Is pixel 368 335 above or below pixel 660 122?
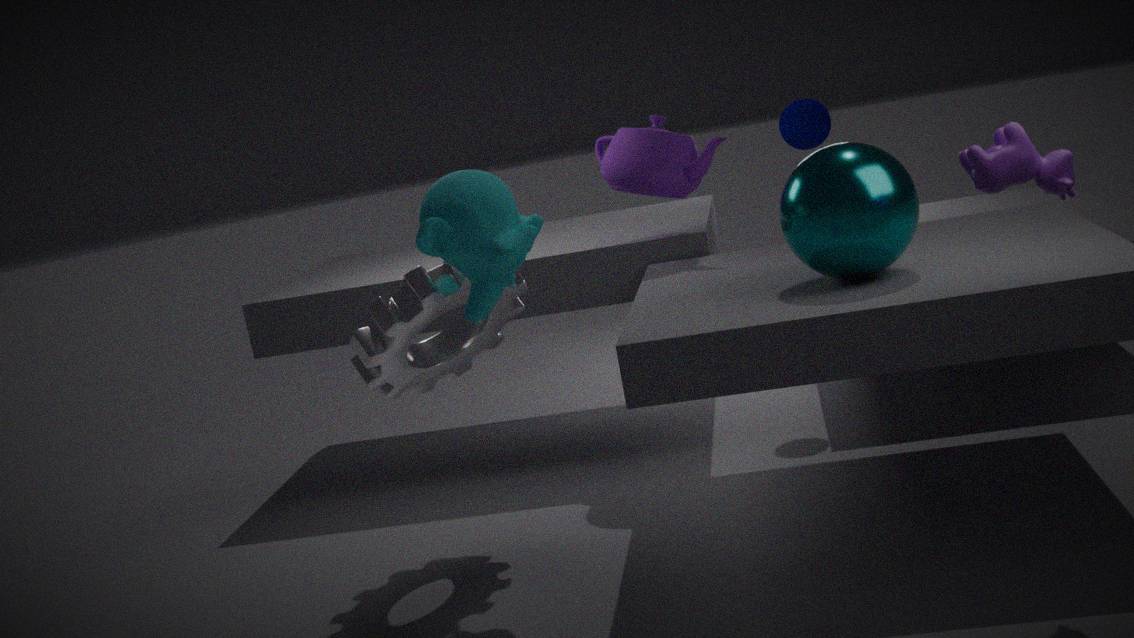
below
